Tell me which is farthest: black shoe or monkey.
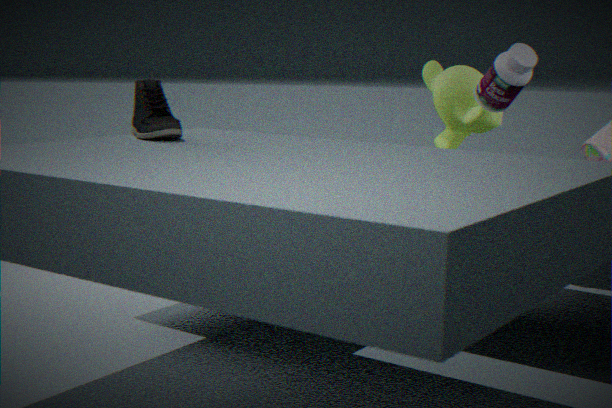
monkey
